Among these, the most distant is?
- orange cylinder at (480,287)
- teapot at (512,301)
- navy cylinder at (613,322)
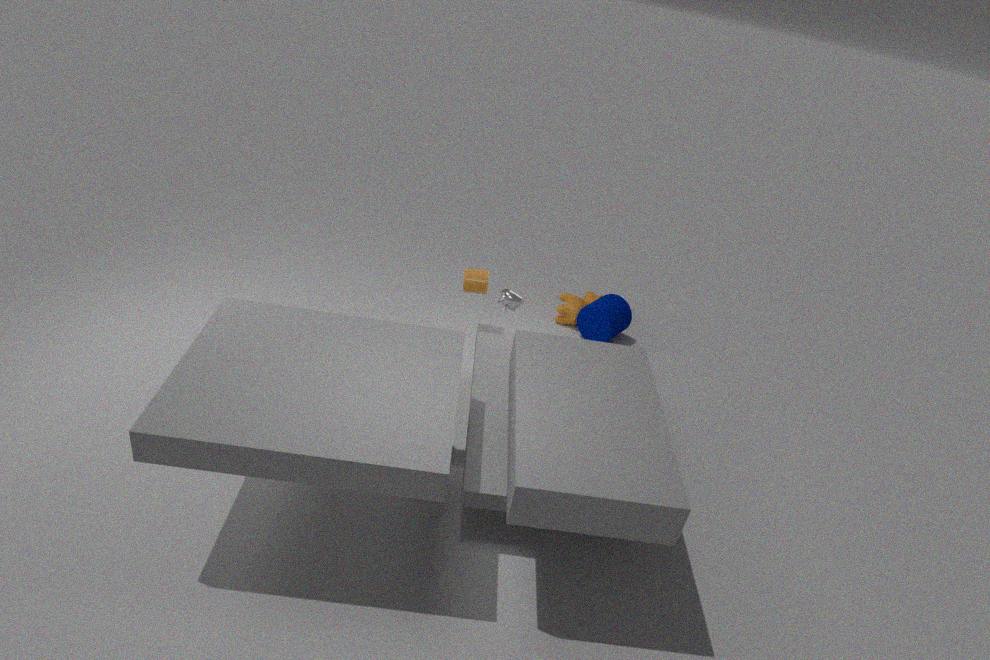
navy cylinder at (613,322)
